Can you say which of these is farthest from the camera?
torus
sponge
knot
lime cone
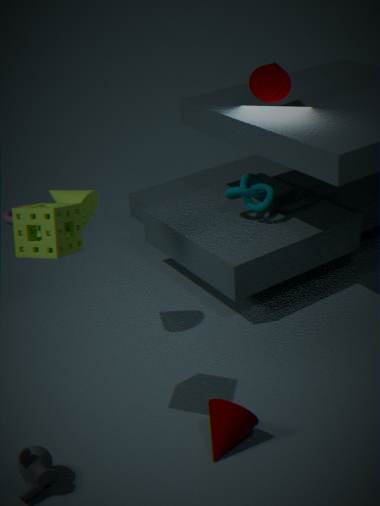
torus
